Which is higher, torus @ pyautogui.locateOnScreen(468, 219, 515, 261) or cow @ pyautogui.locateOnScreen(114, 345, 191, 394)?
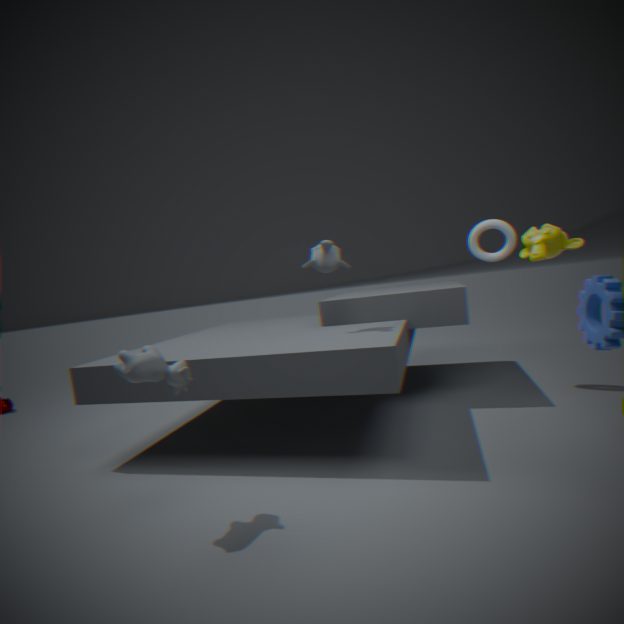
torus @ pyautogui.locateOnScreen(468, 219, 515, 261)
